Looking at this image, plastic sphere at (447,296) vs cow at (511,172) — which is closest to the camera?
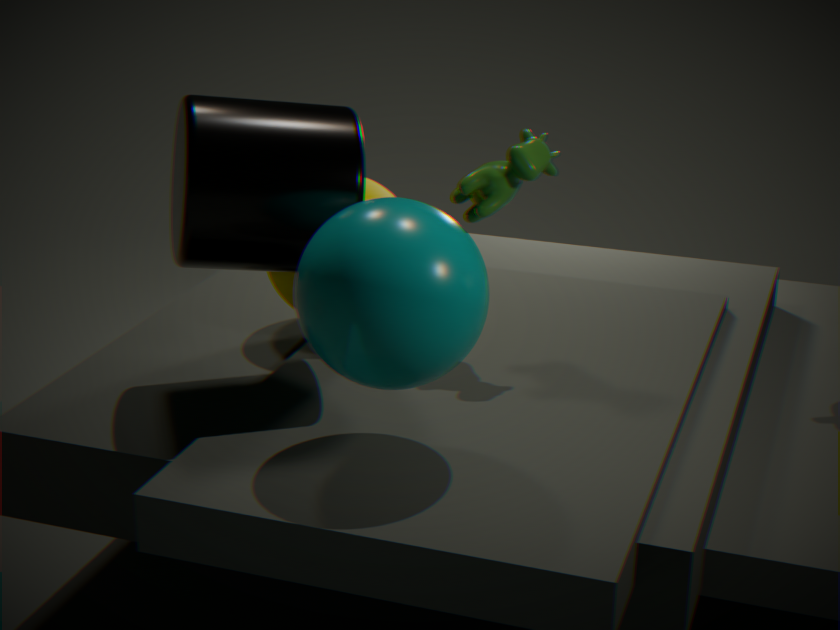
plastic sphere at (447,296)
